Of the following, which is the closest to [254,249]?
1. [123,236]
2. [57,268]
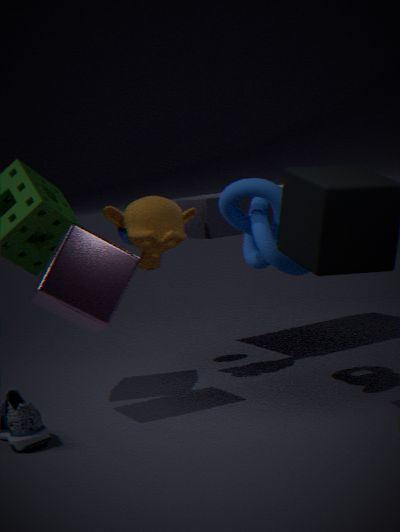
[57,268]
